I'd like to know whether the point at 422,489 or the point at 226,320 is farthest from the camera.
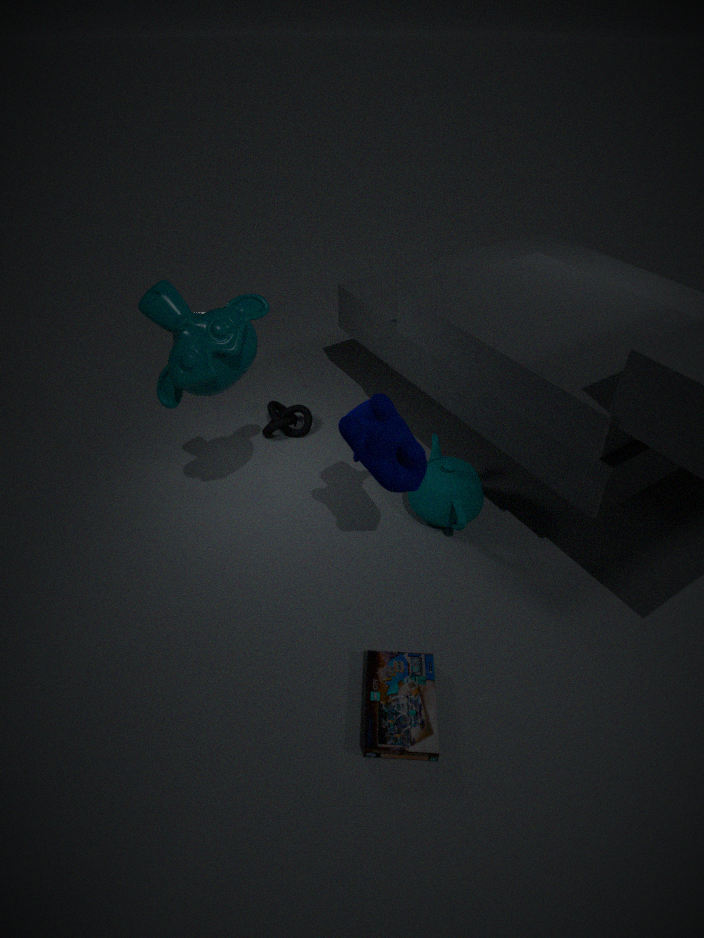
the point at 422,489
